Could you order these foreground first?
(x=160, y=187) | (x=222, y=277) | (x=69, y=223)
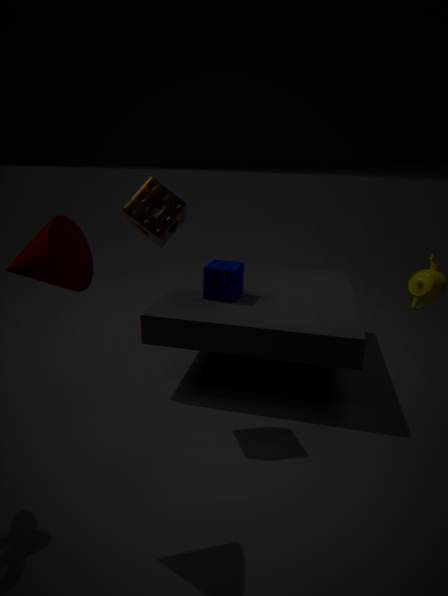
(x=69, y=223), (x=160, y=187), (x=222, y=277)
